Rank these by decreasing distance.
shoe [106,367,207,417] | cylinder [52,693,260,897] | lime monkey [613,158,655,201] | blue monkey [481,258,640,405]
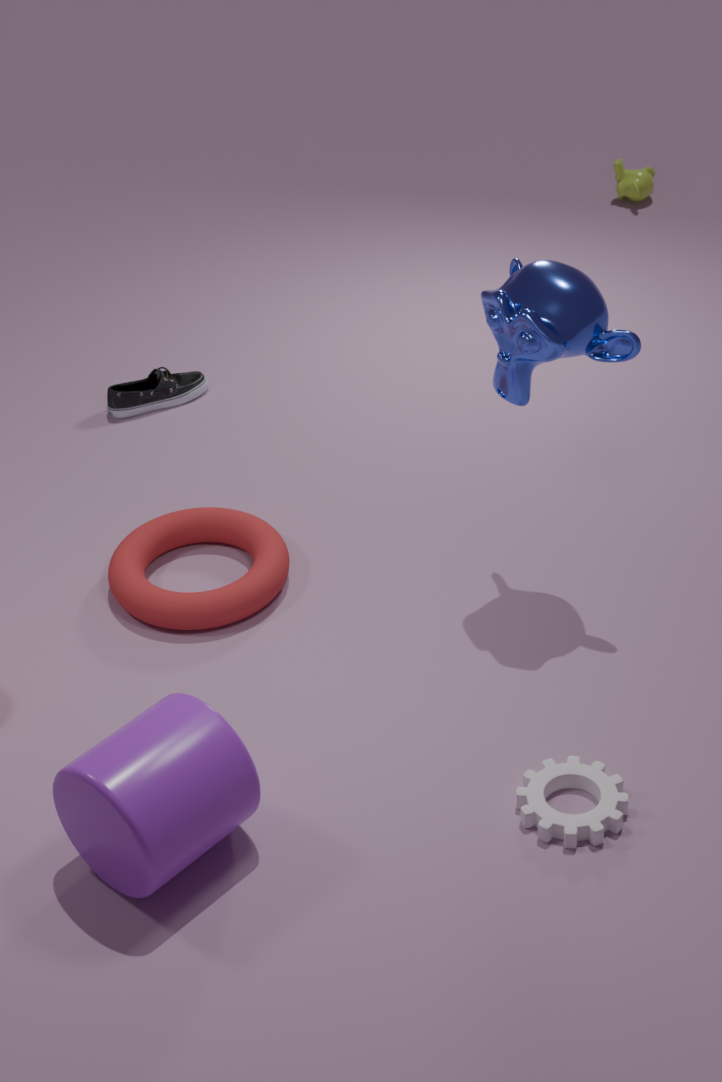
lime monkey [613,158,655,201] → shoe [106,367,207,417] → blue monkey [481,258,640,405] → cylinder [52,693,260,897]
